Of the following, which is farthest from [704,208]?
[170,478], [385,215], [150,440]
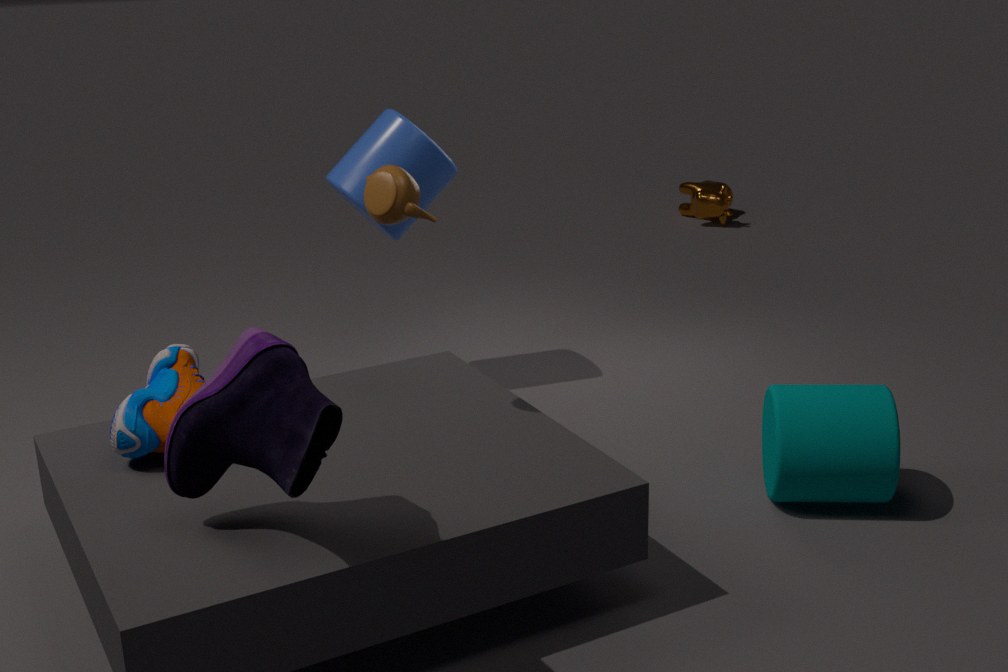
[170,478]
